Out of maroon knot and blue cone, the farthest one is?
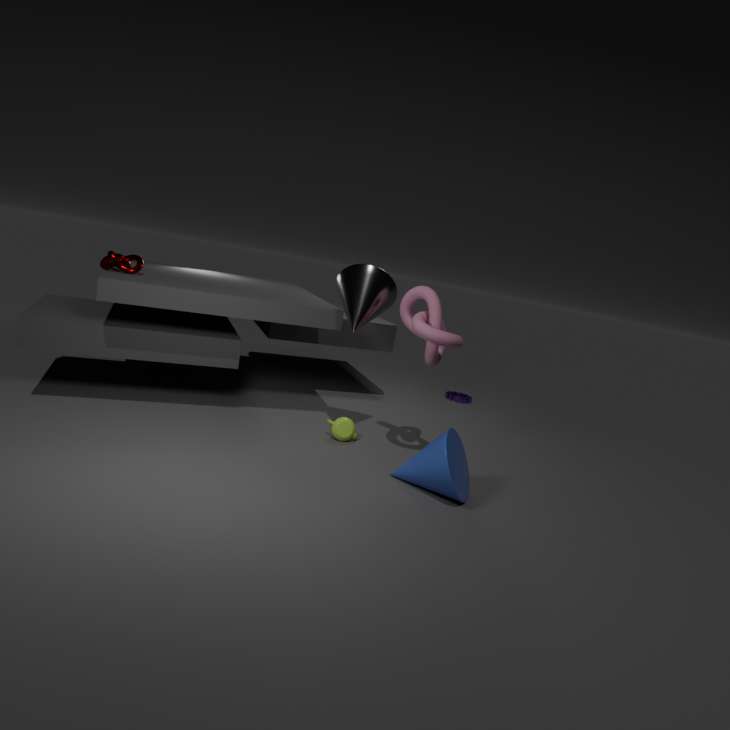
maroon knot
